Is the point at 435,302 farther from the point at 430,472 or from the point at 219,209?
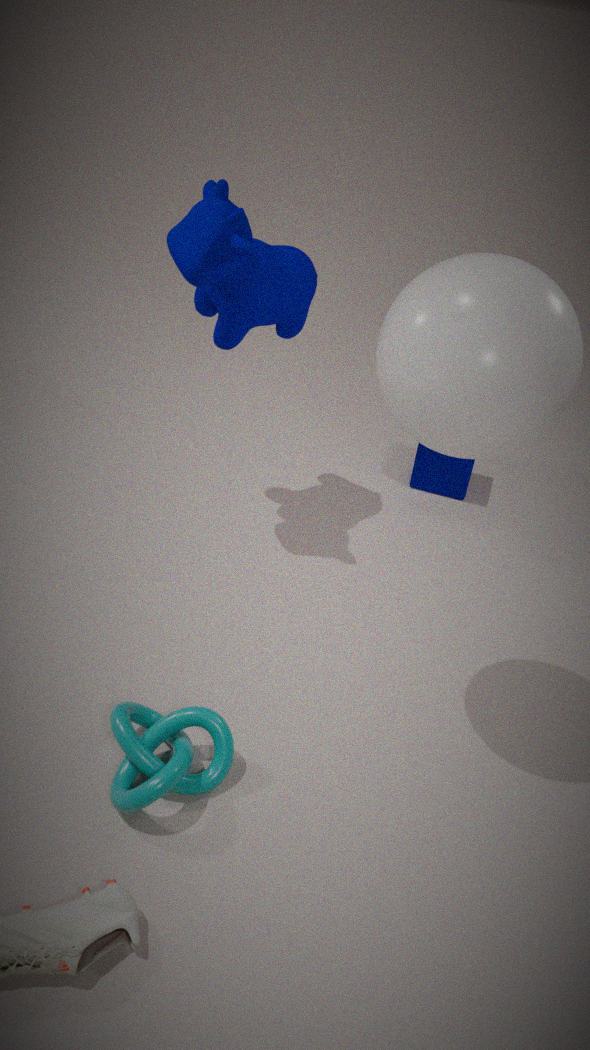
the point at 430,472
